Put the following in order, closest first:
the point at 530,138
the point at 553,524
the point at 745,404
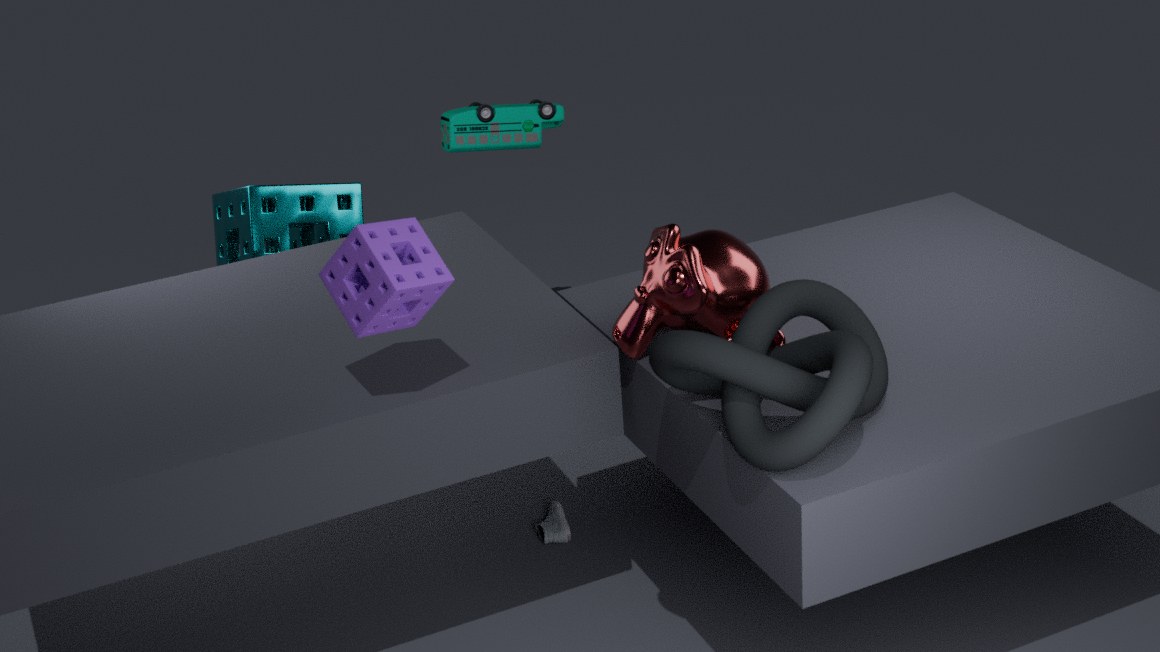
the point at 745,404 < the point at 553,524 < the point at 530,138
